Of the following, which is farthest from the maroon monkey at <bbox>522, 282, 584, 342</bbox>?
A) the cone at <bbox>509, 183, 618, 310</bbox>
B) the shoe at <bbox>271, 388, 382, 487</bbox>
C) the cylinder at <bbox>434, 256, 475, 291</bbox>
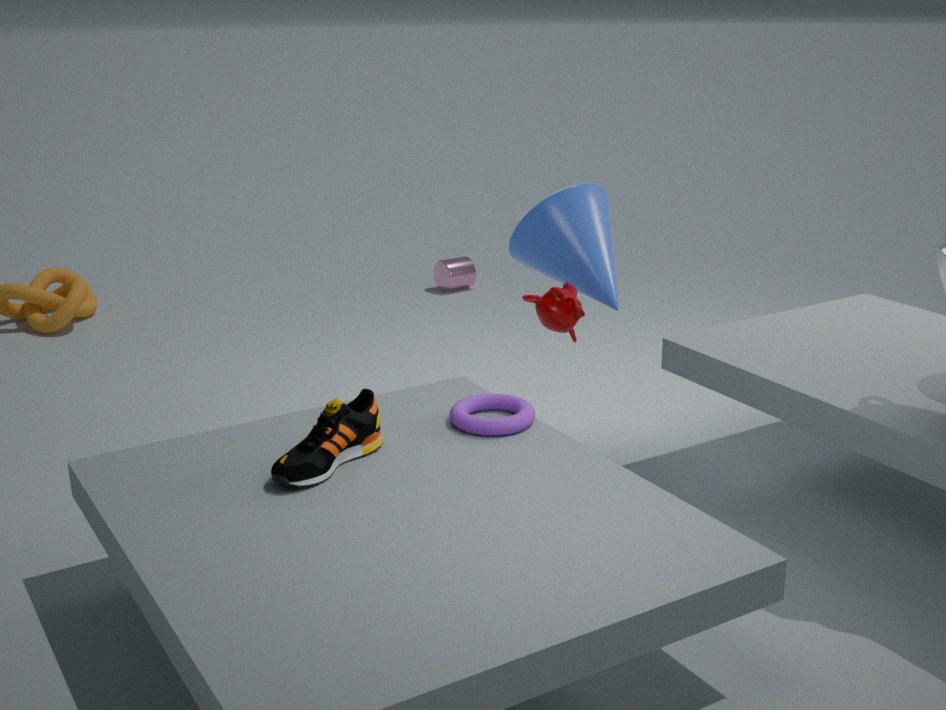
the cylinder at <bbox>434, 256, 475, 291</bbox>
